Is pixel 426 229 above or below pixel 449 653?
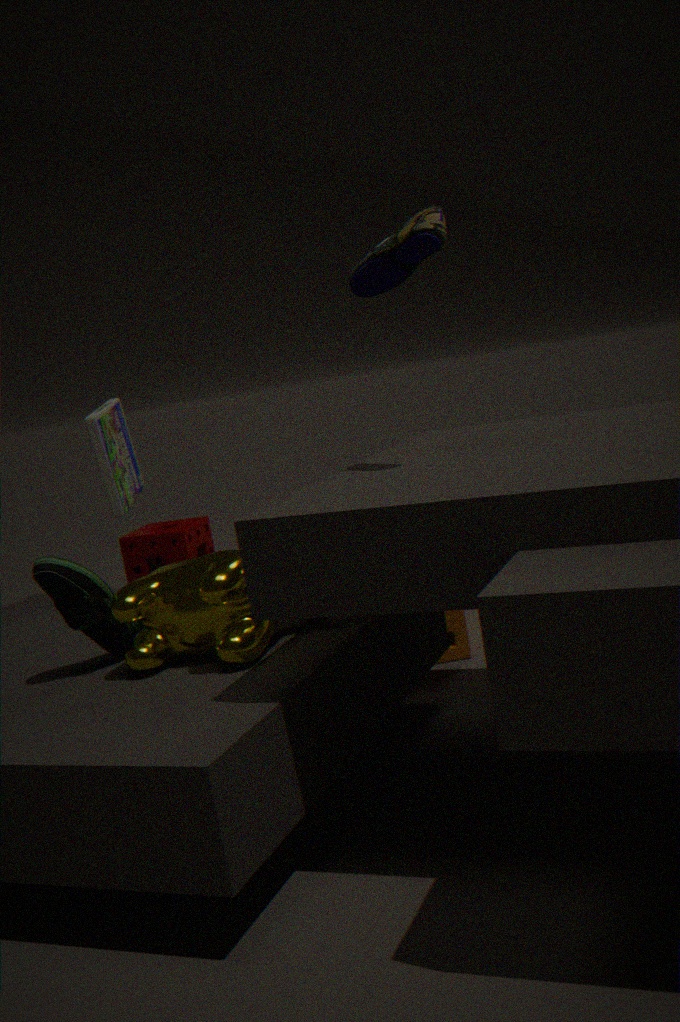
above
